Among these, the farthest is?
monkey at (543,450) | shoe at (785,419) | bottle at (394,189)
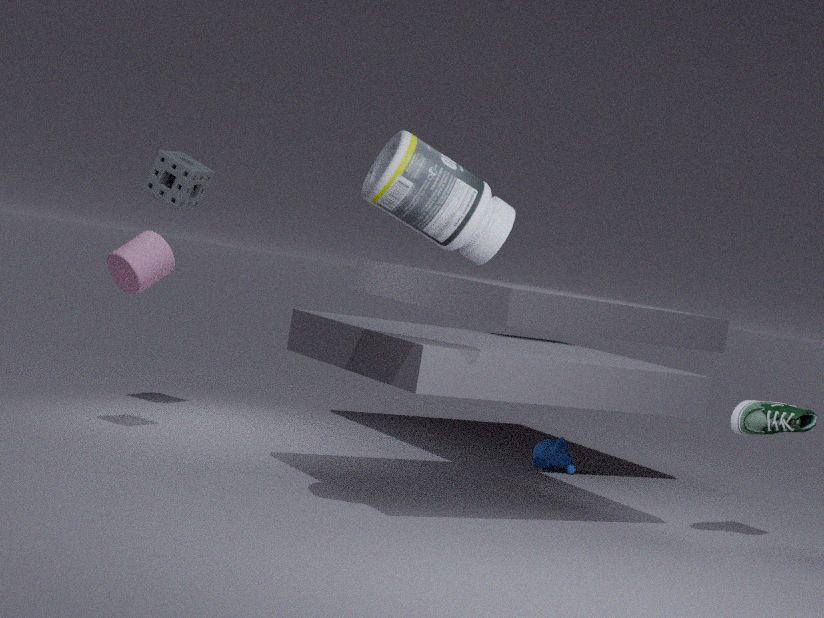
monkey at (543,450)
